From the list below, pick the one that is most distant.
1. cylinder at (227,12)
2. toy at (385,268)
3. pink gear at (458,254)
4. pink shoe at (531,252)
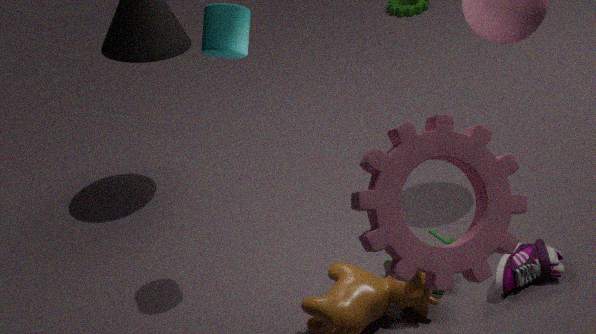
toy at (385,268)
